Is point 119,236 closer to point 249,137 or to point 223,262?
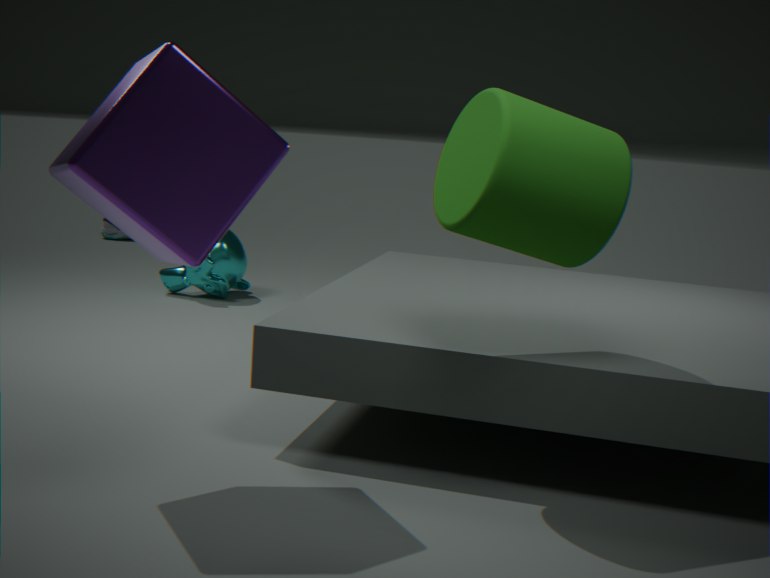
point 223,262
